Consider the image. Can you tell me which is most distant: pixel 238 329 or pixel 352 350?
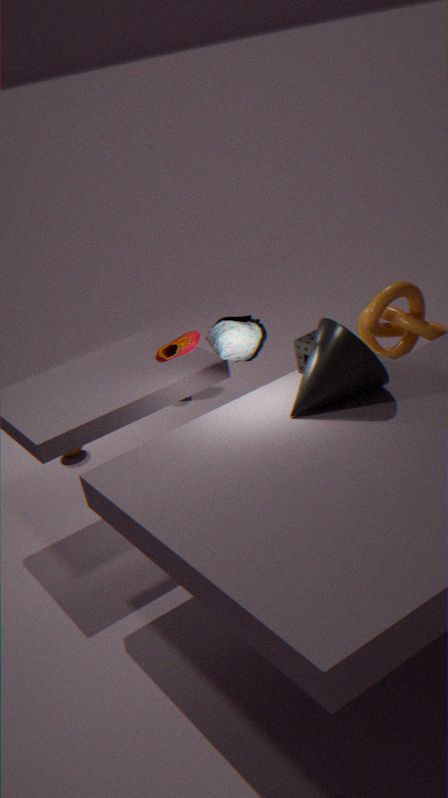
pixel 238 329
